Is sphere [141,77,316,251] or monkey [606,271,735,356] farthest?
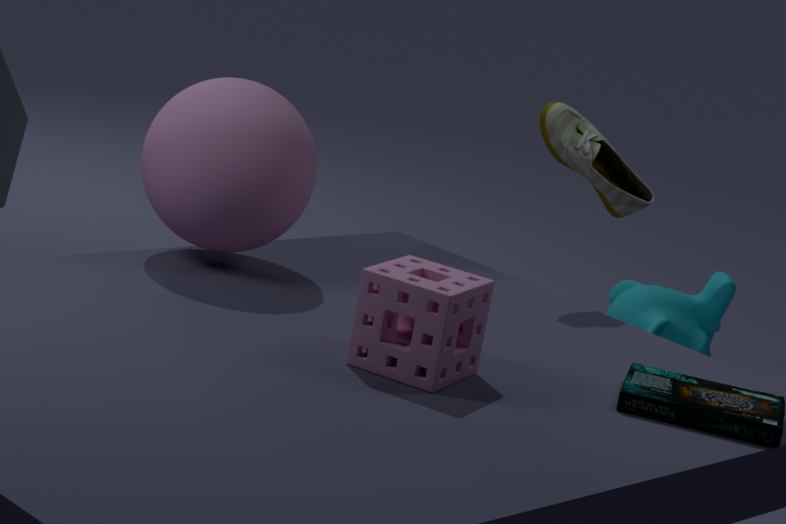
monkey [606,271,735,356]
